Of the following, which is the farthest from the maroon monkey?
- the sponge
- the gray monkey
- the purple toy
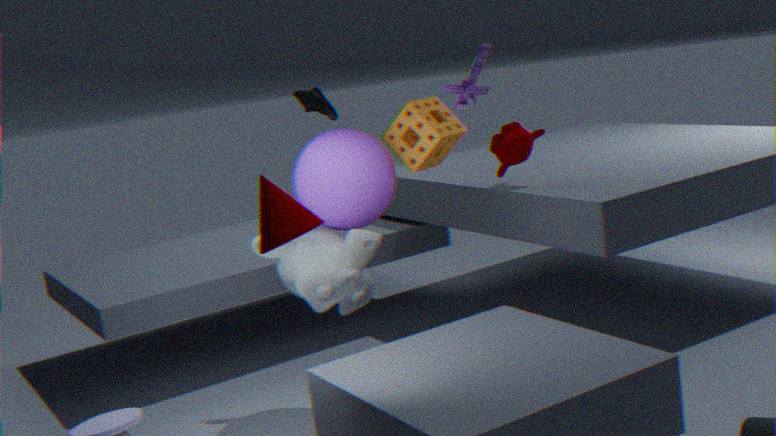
the gray monkey
